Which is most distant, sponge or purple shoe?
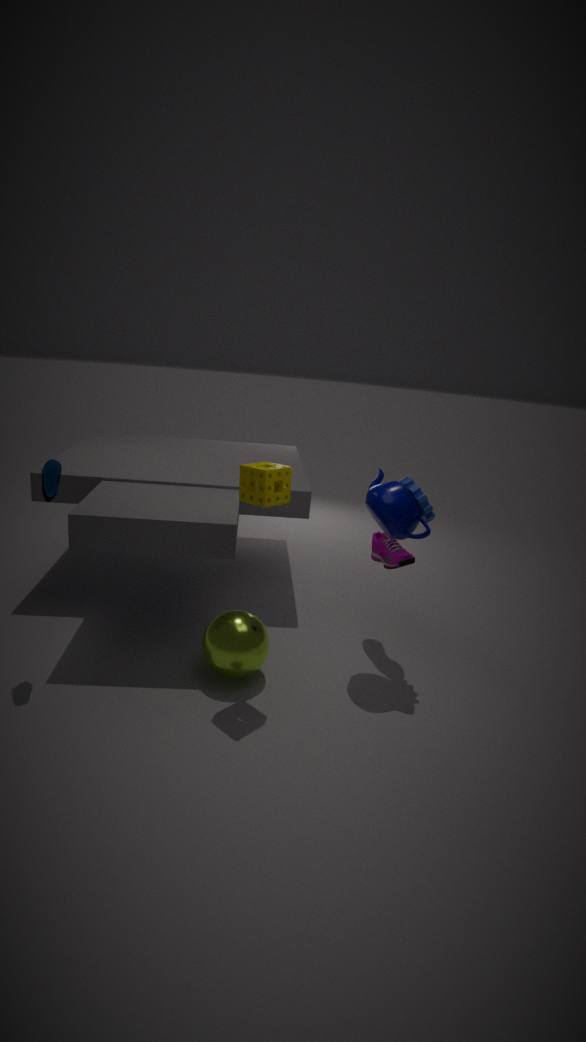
purple shoe
